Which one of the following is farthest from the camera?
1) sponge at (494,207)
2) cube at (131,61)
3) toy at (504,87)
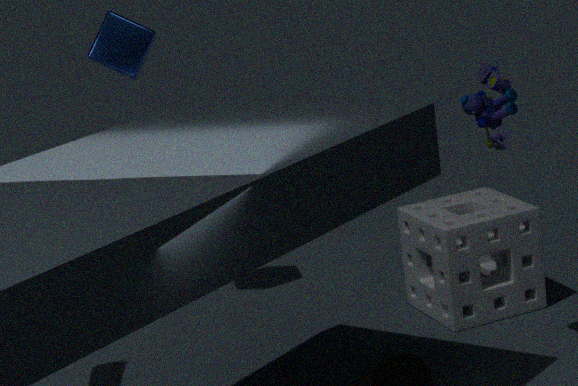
→ 2. cube at (131,61)
